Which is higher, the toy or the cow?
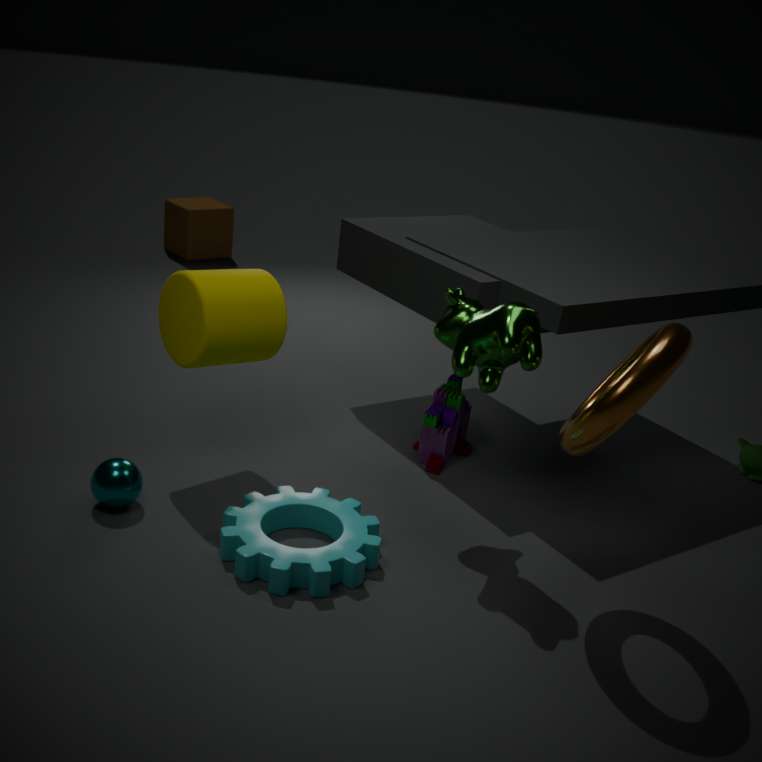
the cow
